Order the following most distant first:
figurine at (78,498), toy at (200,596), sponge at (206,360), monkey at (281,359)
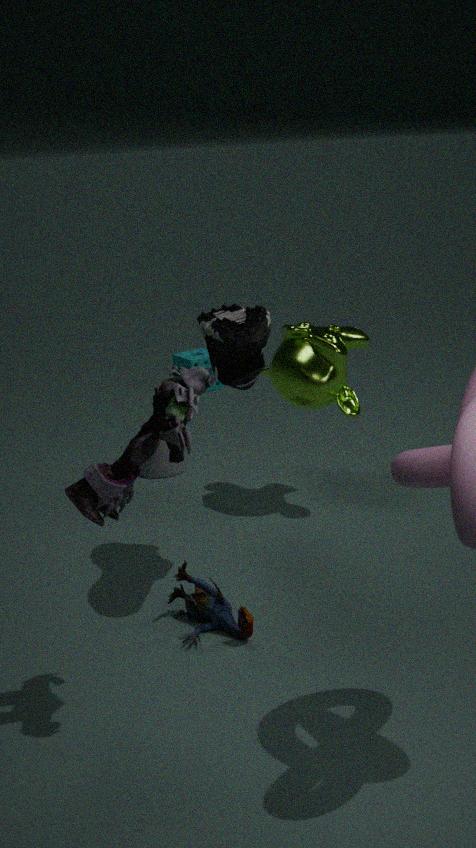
sponge at (206,360) → monkey at (281,359) → toy at (200,596) → figurine at (78,498)
